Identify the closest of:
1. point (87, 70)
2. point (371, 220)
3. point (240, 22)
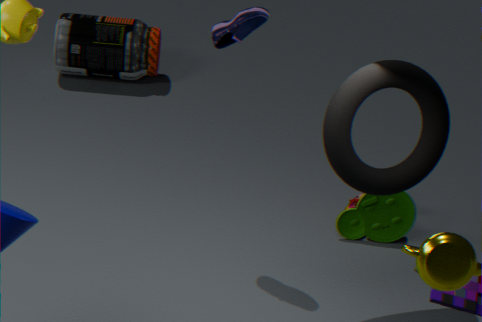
point (240, 22)
